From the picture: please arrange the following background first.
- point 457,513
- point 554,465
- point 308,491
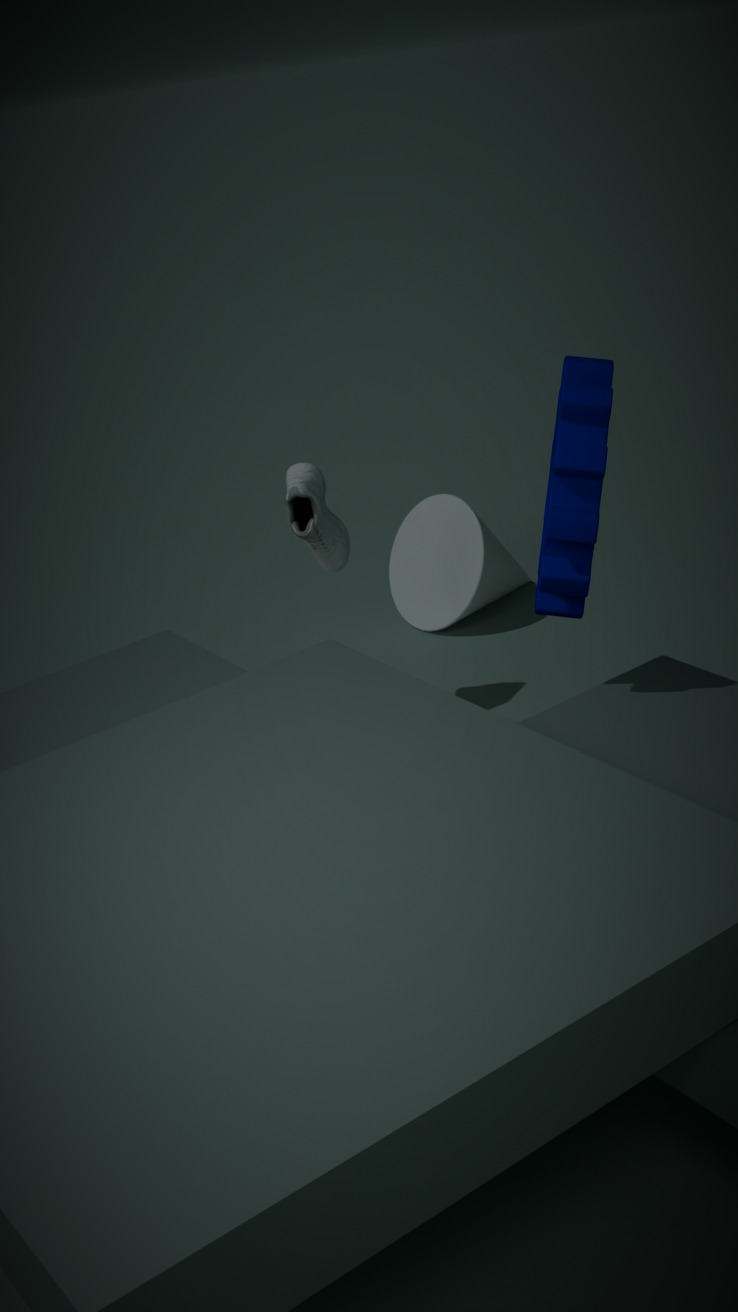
point 457,513 < point 308,491 < point 554,465
